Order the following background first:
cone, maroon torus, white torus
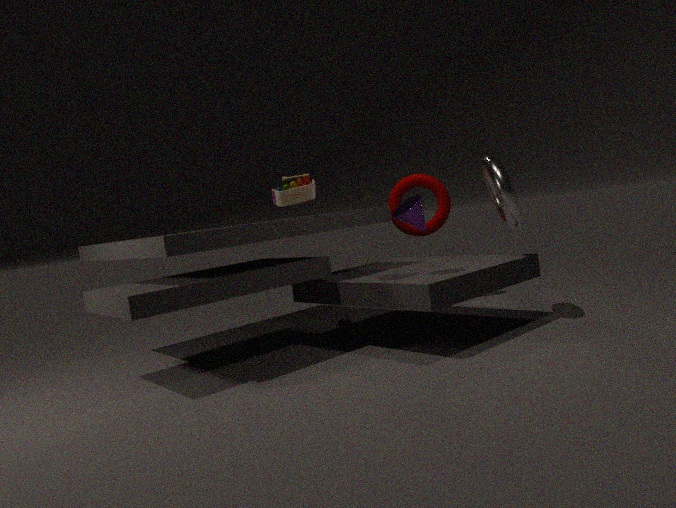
maroon torus, white torus, cone
